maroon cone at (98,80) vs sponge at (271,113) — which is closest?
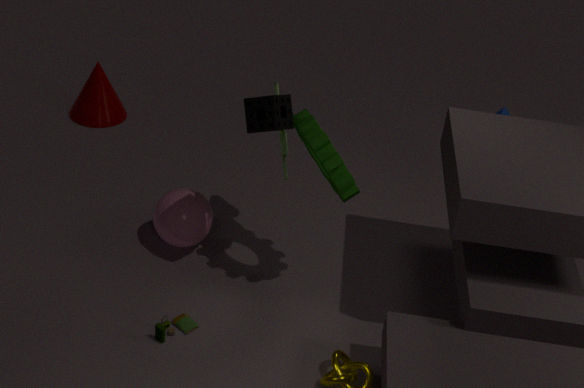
sponge at (271,113)
